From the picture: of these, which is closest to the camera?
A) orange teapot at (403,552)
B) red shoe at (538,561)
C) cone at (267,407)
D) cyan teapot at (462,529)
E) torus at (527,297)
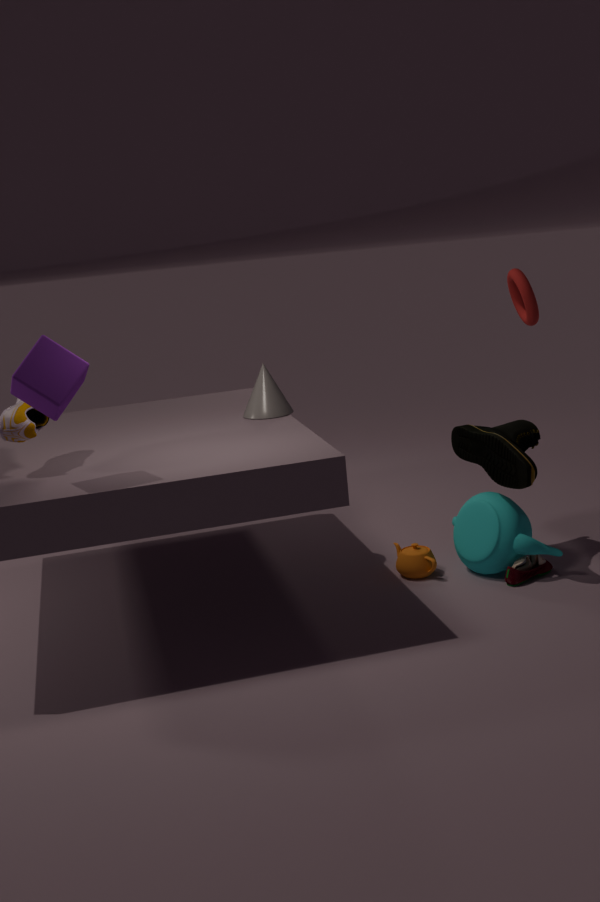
red shoe at (538,561)
